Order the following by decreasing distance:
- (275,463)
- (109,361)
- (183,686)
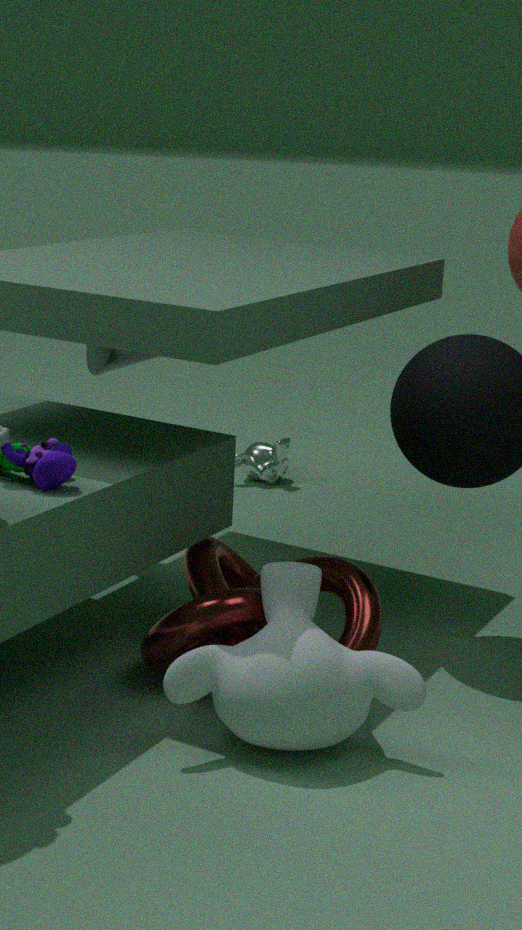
(275,463)
(109,361)
(183,686)
